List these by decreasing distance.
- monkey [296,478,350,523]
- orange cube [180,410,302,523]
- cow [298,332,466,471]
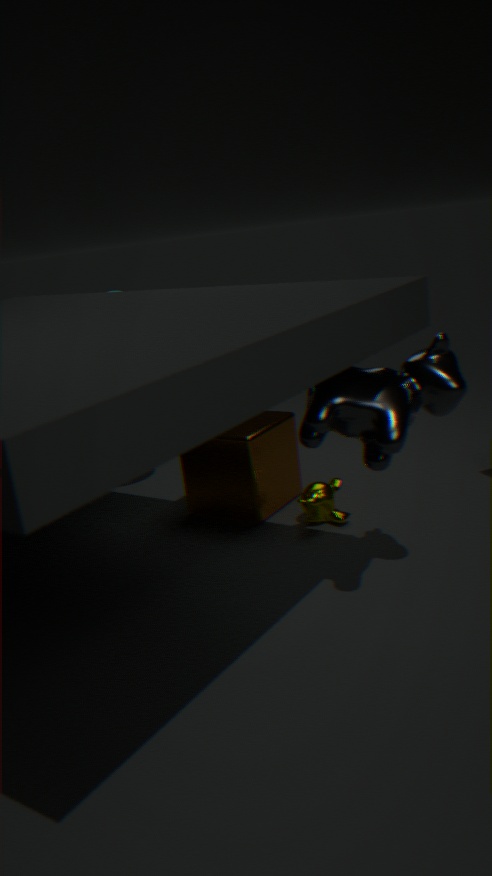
orange cube [180,410,302,523], monkey [296,478,350,523], cow [298,332,466,471]
